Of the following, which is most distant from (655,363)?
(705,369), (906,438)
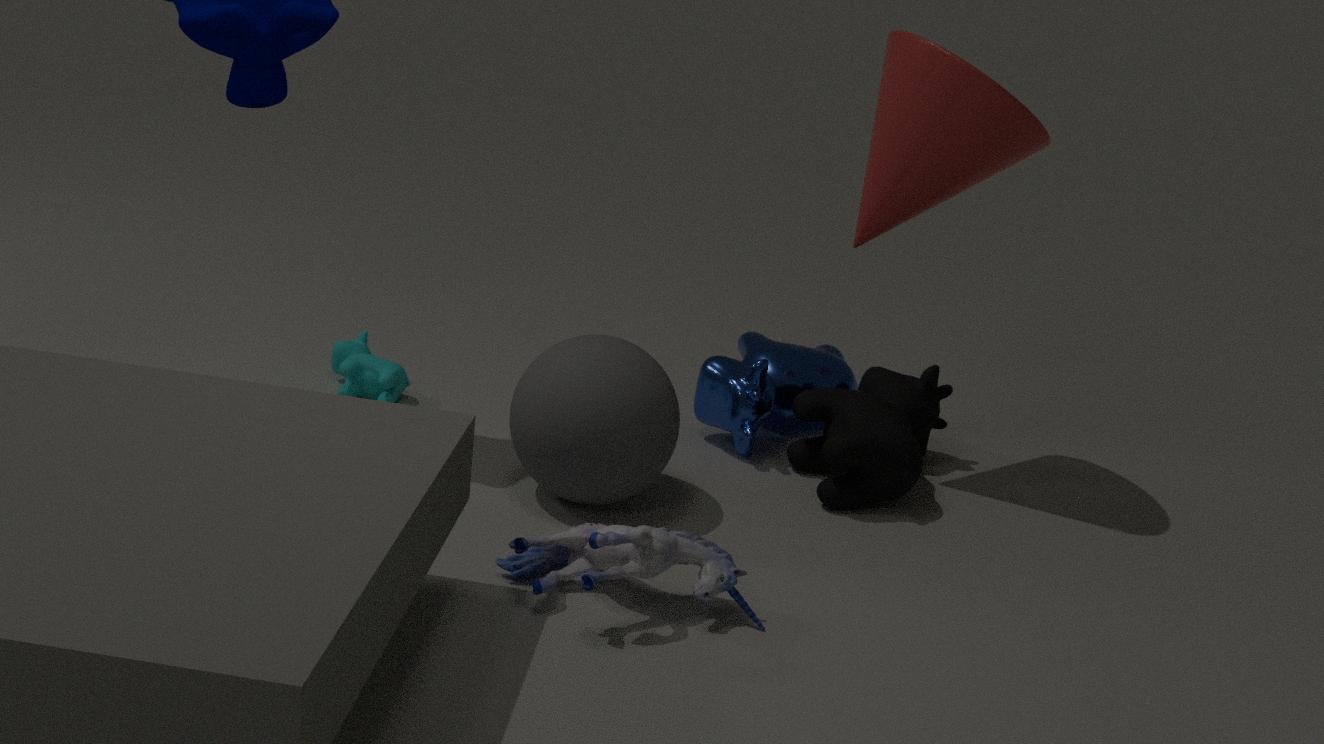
(906,438)
